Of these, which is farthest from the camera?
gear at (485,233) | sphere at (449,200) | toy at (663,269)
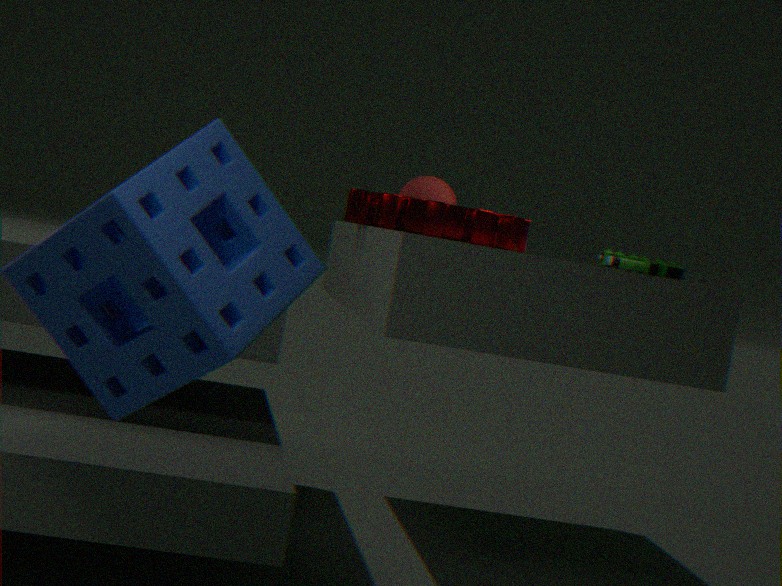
toy at (663,269)
